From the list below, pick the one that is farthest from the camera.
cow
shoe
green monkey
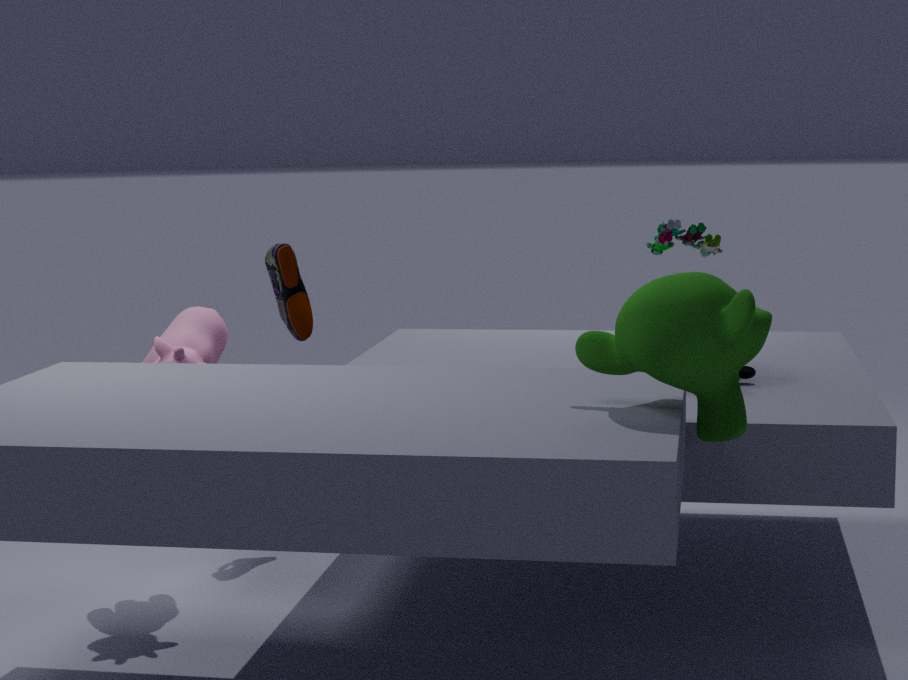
shoe
